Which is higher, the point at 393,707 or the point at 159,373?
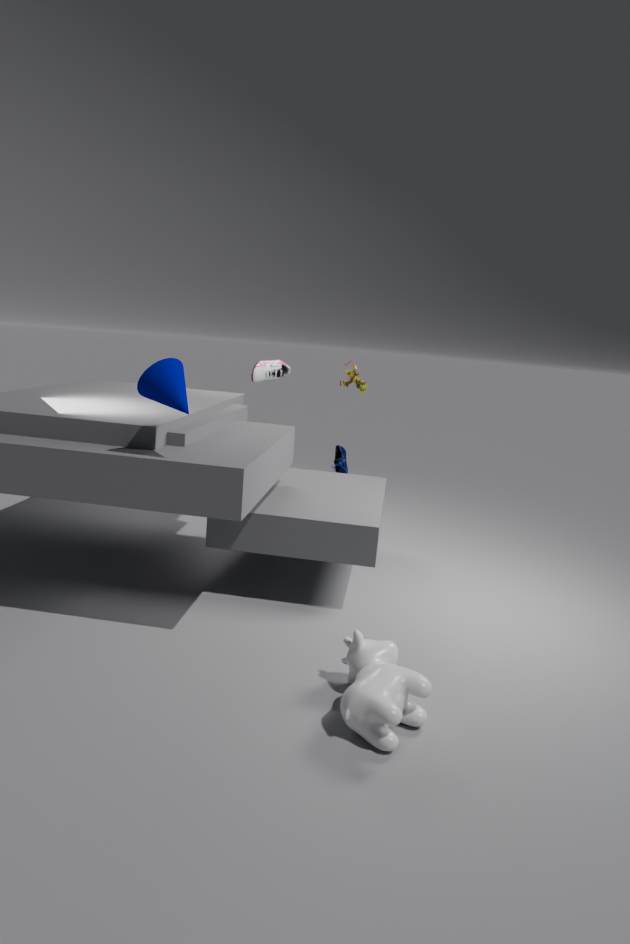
the point at 159,373
